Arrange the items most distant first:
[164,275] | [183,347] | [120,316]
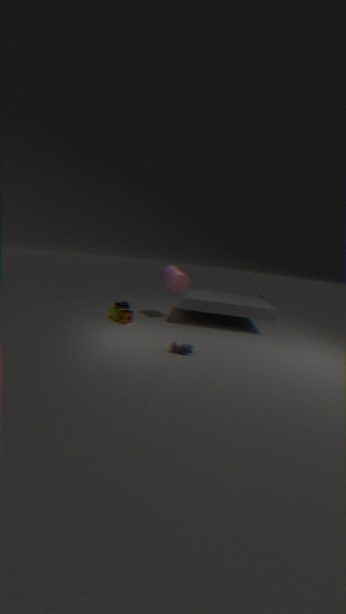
1. [164,275]
2. [120,316]
3. [183,347]
